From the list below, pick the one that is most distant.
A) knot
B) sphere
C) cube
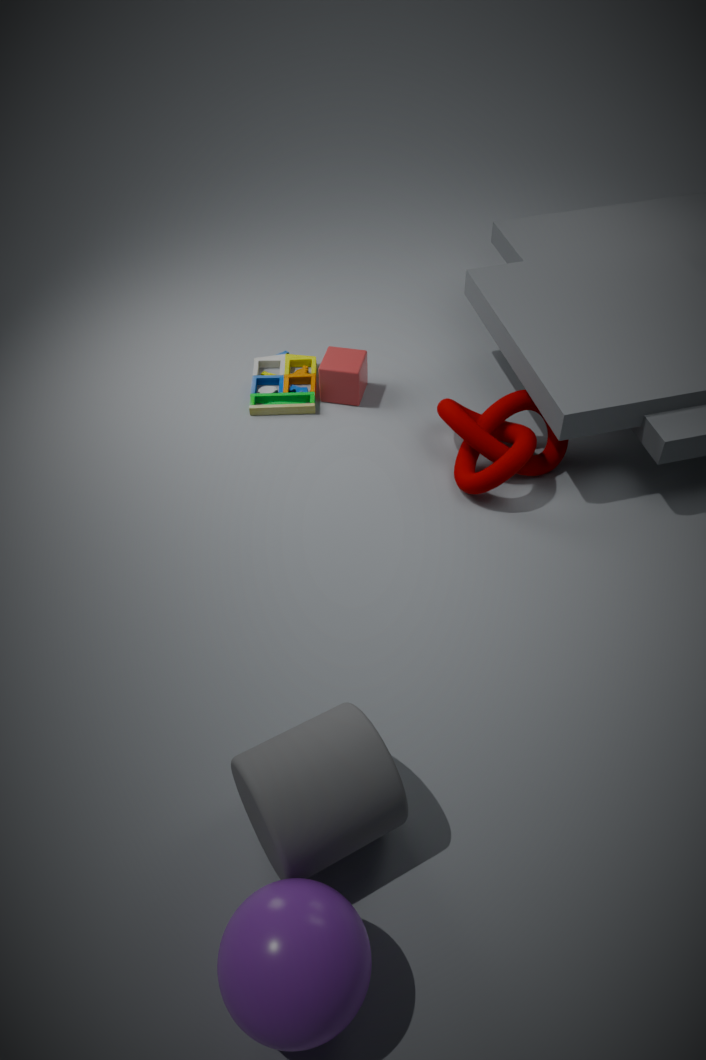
cube
